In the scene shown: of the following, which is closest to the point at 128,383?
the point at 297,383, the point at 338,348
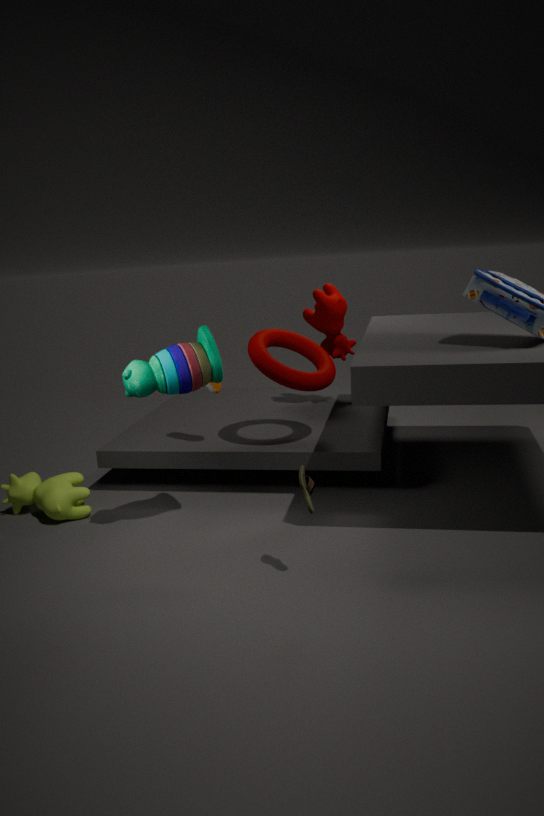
the point at 297,383
